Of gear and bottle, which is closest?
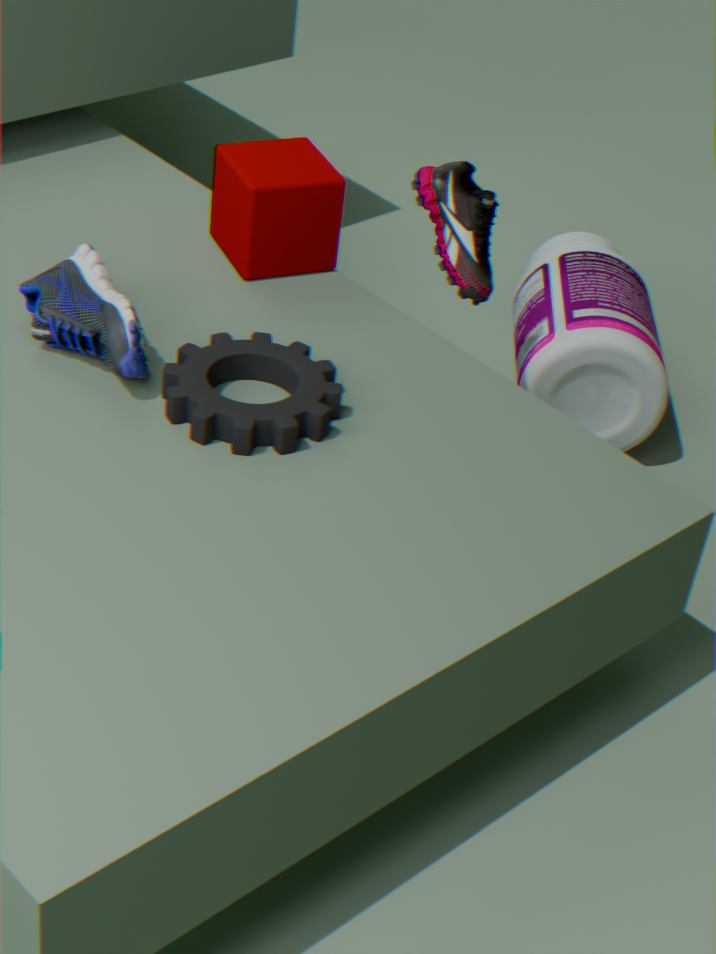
gear
